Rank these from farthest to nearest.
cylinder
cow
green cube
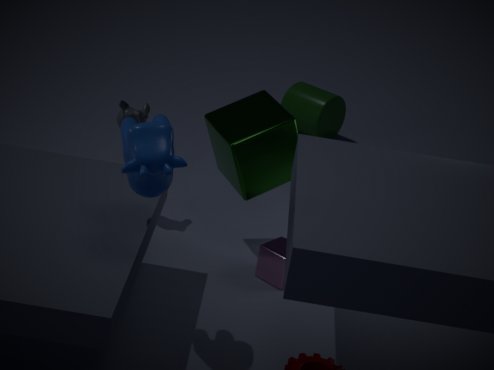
cylinder
green cube
cow
